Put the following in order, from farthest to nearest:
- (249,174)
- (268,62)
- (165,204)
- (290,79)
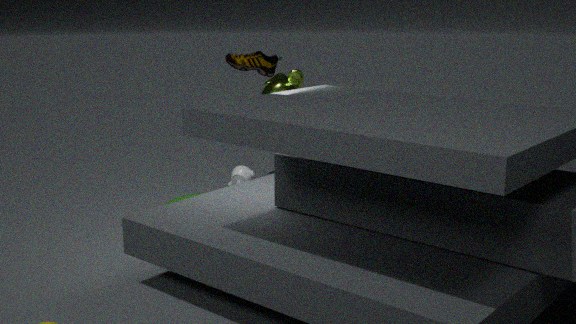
(268,62) → (249,174) → (290,79) → (165,204)
